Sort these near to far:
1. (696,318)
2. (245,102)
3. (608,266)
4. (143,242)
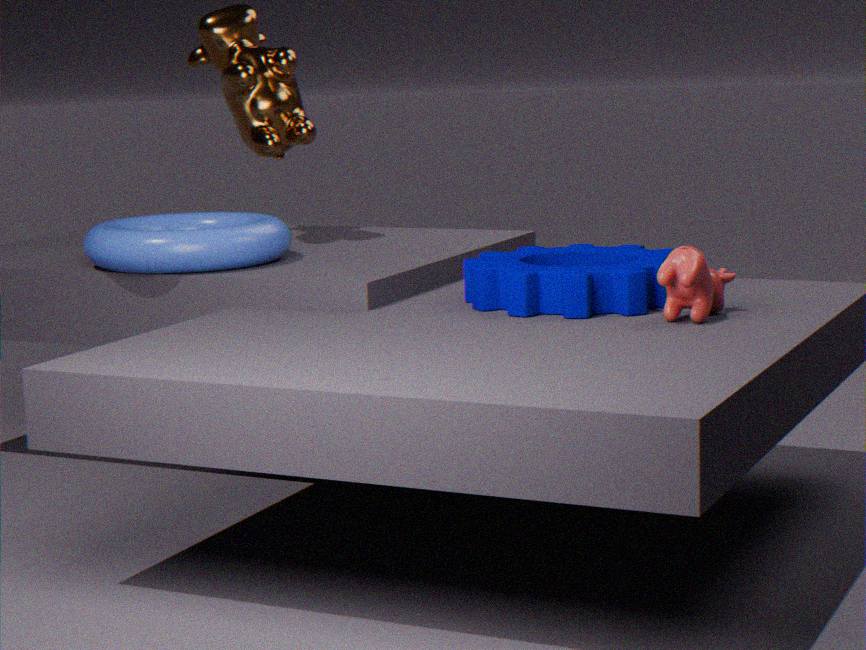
1. (696,318)
2. (608,266)
3. (143,242)
4. (245,102)
